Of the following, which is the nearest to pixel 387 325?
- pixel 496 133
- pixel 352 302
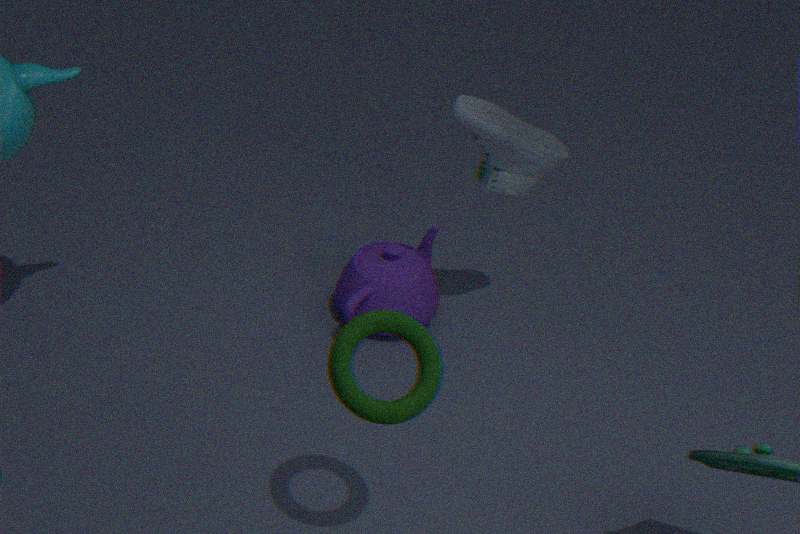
pixel 496 133
